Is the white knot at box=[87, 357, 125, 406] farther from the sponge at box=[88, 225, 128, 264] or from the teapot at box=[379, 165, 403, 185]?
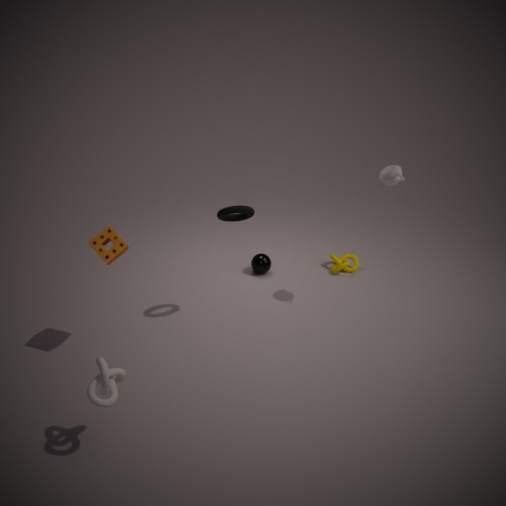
the teapot at box=[379, 165, 403, 185]
